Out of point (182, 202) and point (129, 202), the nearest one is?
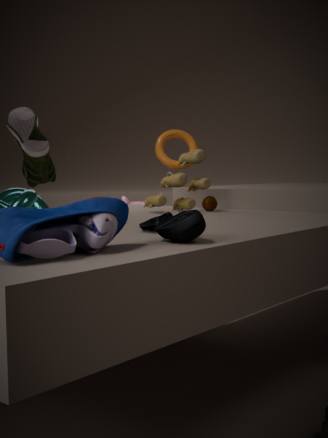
point (182, 202)
